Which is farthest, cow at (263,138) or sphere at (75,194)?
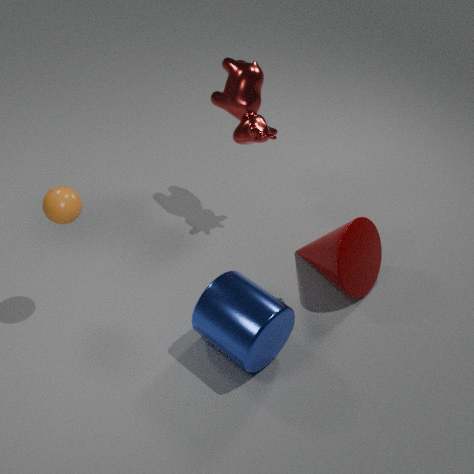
cow at (263,138)
